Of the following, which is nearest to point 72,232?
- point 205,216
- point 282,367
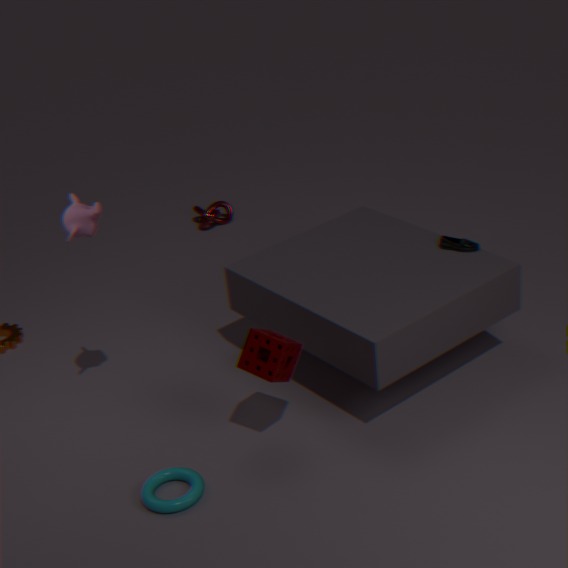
point 282,367
